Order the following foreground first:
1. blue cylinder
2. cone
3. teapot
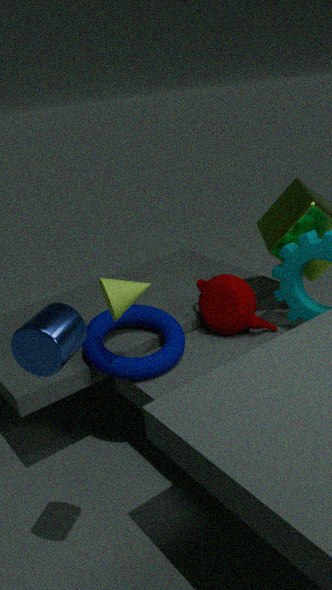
blue cylinder < cone < teapot
